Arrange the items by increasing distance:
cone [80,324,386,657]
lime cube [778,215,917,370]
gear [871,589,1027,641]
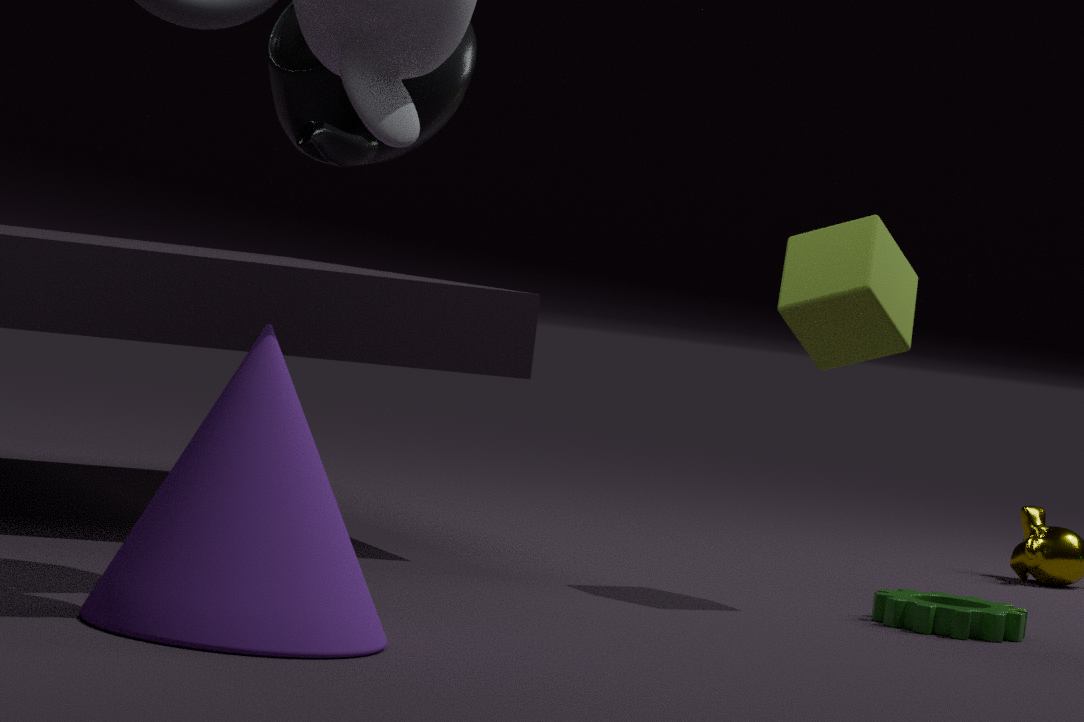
cone [80,324,386,657], lime cube [778,215,917,370], gear [871,589,1027,641]
